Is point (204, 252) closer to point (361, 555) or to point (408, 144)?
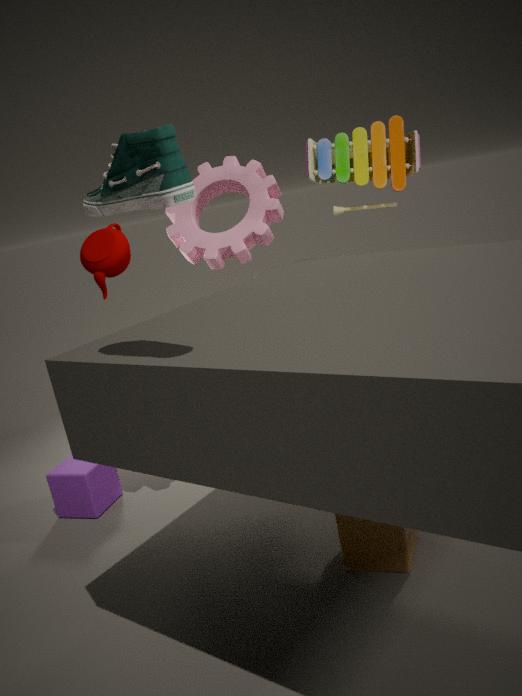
point (408, 144)
